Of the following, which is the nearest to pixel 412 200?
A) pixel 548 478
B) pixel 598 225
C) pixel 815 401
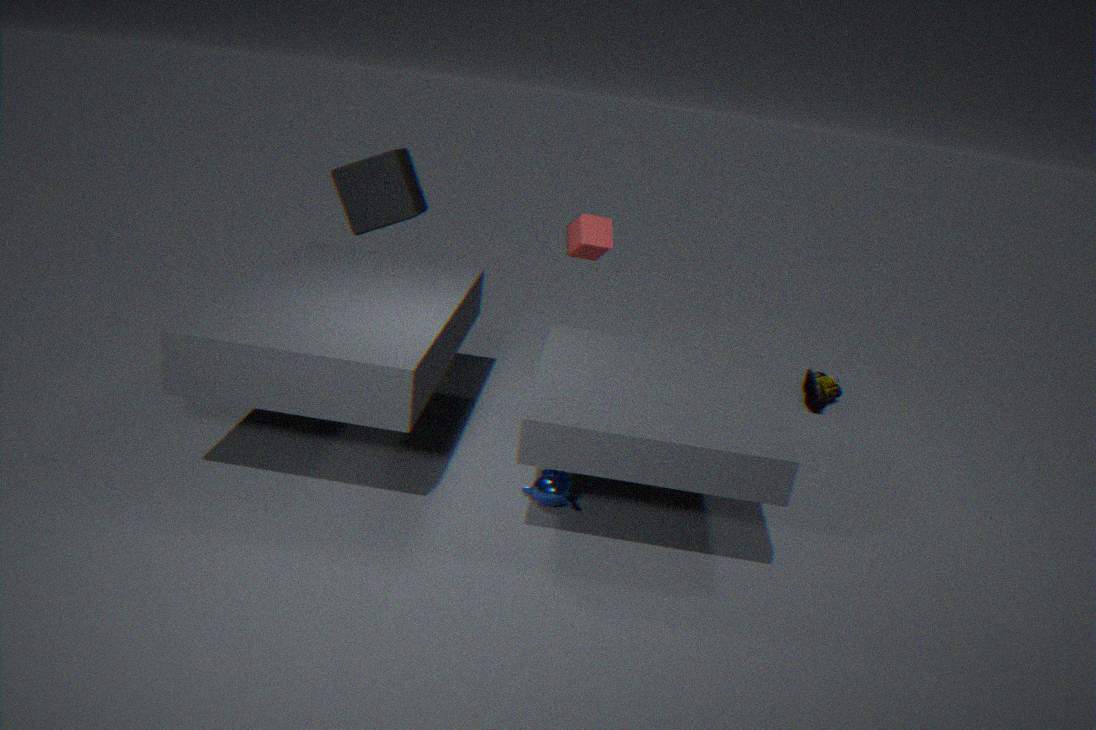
pixel 598 225
